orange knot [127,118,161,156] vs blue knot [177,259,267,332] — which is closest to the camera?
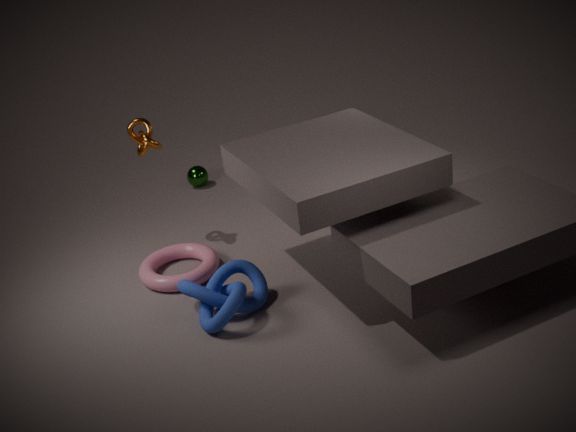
blue knot [177,259,267,332]
